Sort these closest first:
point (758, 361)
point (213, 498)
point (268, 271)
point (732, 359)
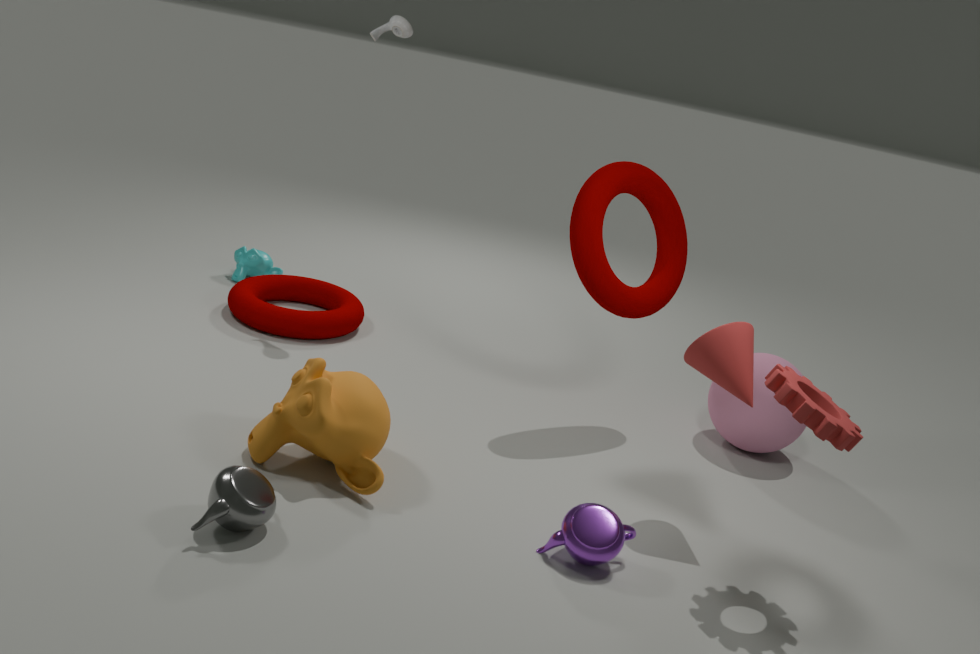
point (213, 498), point (732, 359), point (758, 361), point (268, 271)
